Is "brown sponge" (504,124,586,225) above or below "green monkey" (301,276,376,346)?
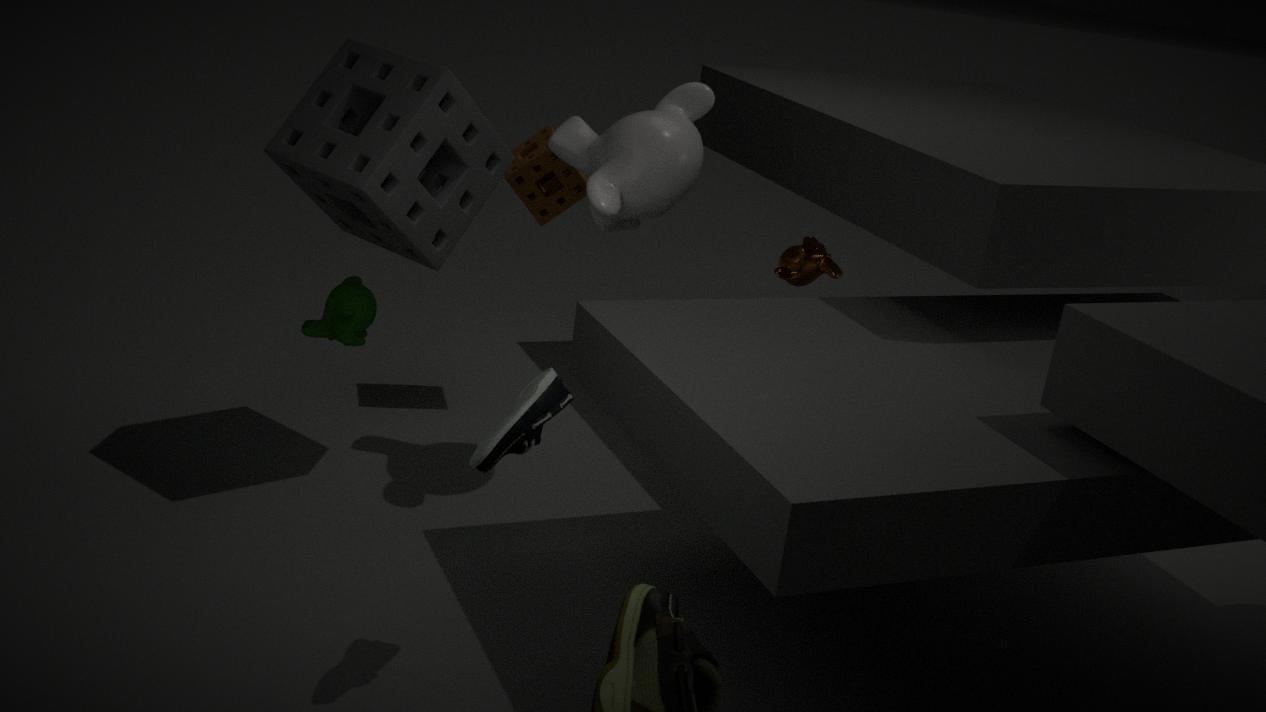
above
